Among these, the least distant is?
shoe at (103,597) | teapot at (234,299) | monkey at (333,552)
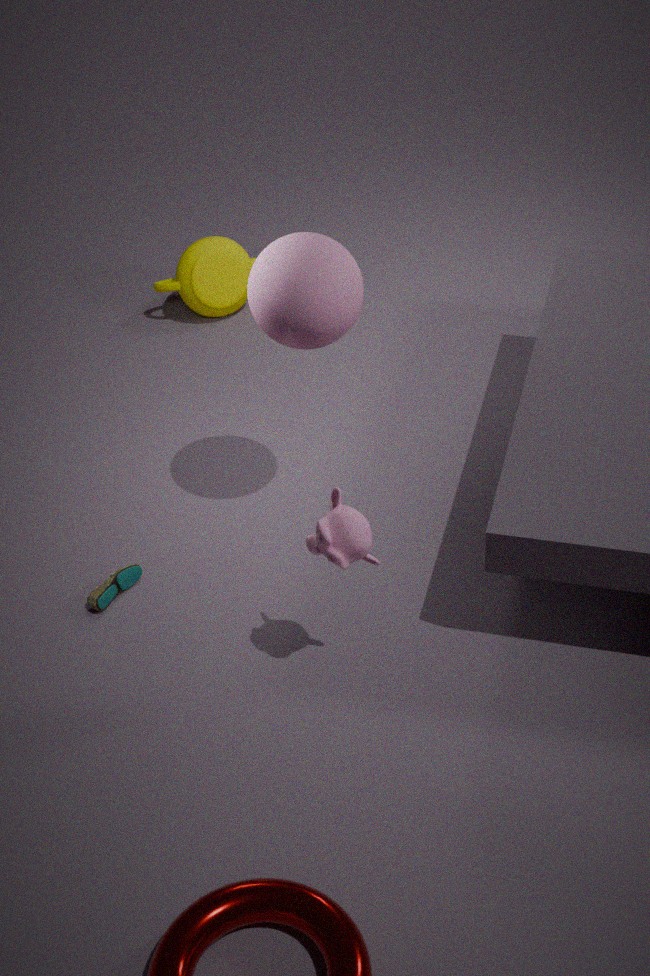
monkey at (333,552)
